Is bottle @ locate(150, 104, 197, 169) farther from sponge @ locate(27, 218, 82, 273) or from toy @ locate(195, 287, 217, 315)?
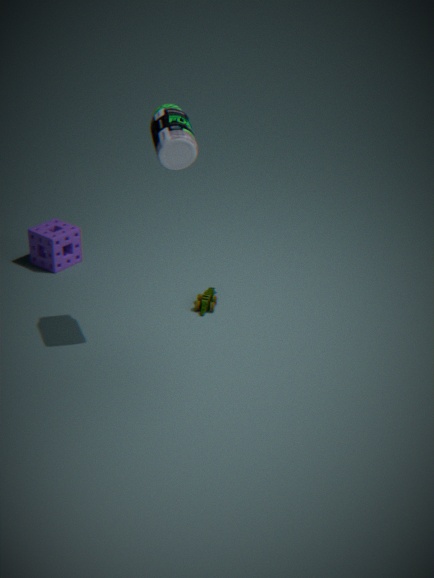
sponge @ locate(27, 218, 82, 273)
